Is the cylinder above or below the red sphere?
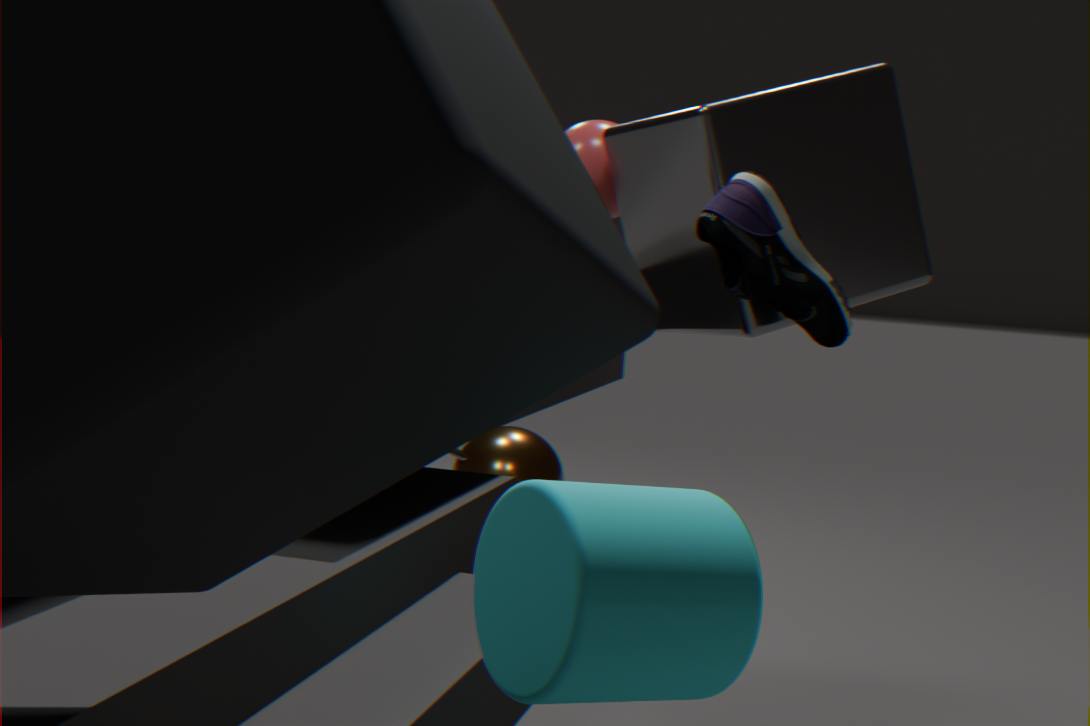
below
